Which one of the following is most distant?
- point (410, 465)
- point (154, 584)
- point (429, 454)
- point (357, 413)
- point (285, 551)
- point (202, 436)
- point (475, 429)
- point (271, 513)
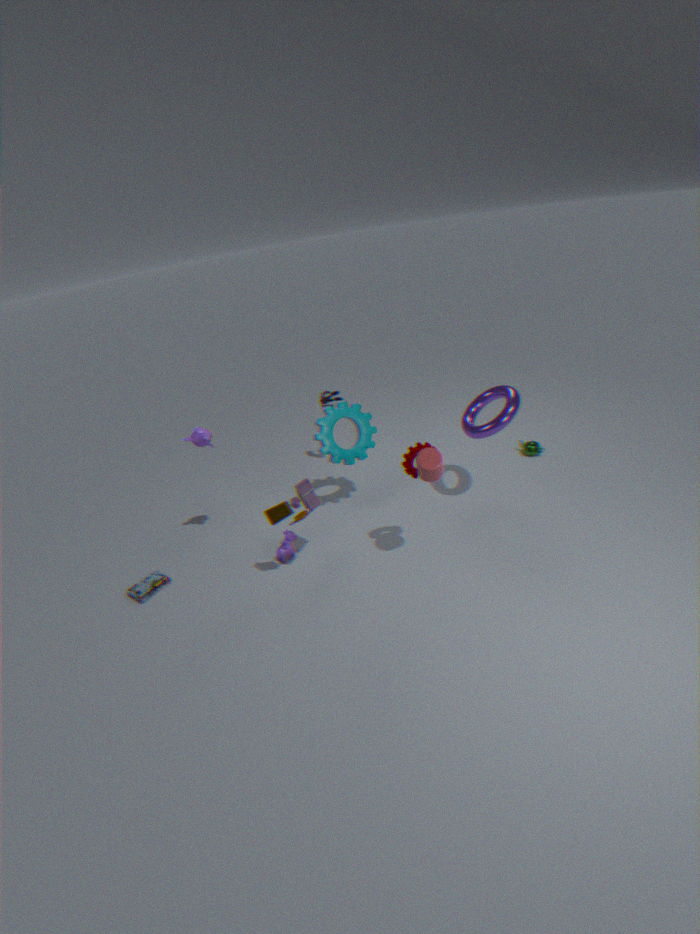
point (357, 413)
